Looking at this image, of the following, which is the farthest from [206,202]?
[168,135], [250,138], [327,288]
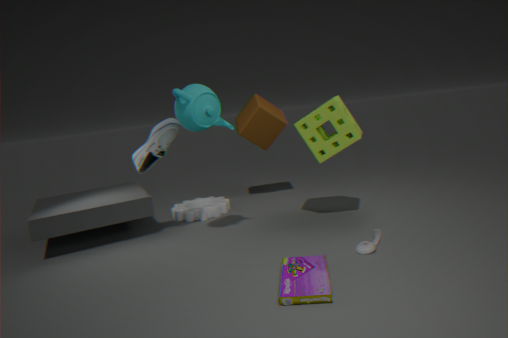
[327,288]
